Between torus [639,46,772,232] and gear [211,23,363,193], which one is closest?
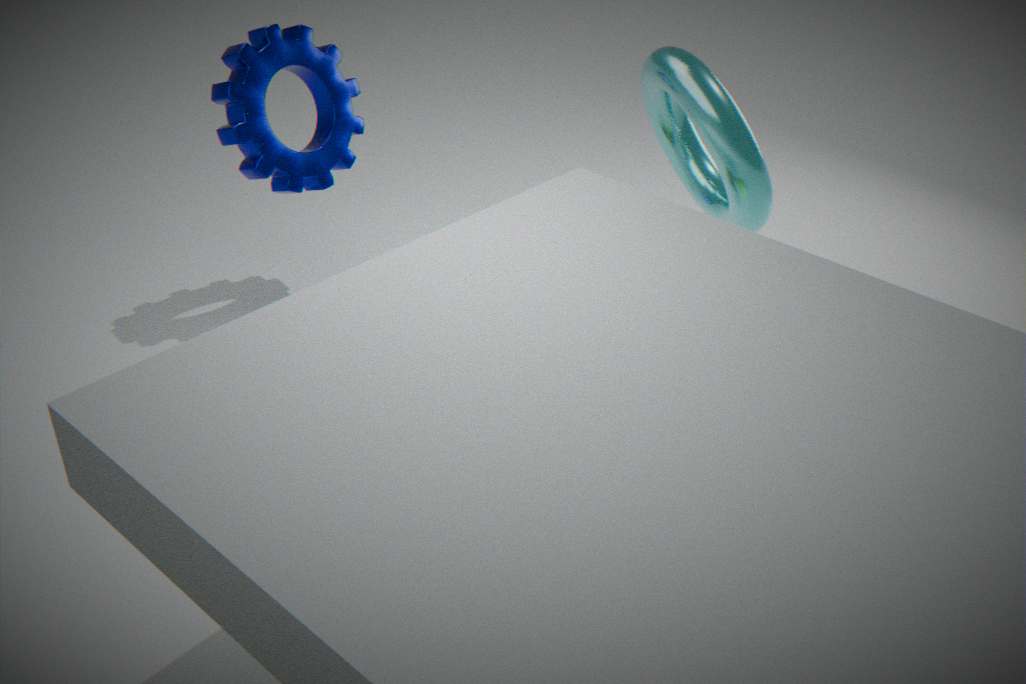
torus [639,46,772,232]
